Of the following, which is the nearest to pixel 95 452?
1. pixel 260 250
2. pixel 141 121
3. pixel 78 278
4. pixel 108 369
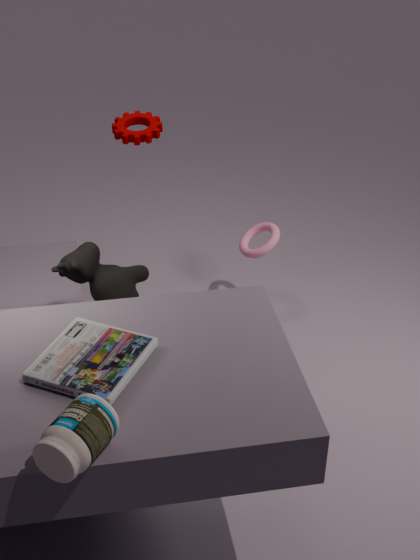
pixel 108 369
